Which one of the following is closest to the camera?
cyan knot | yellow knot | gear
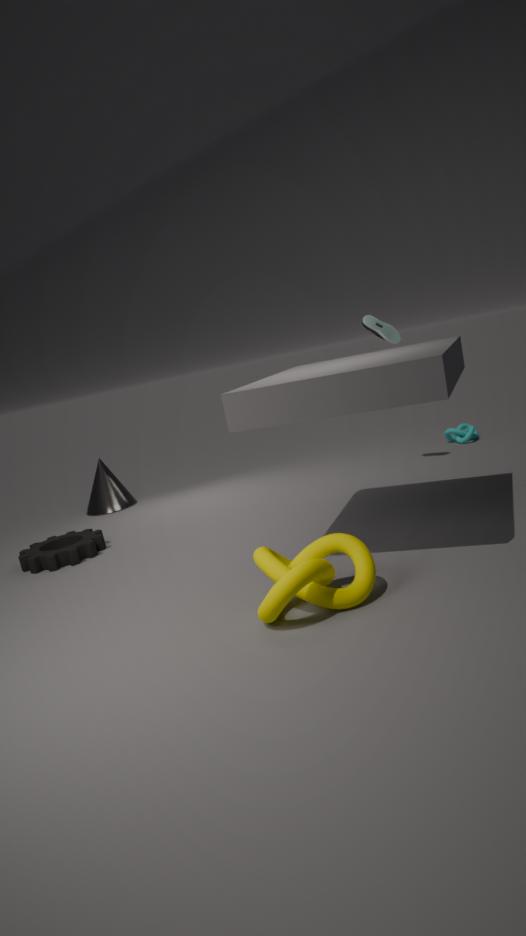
yellow knot
